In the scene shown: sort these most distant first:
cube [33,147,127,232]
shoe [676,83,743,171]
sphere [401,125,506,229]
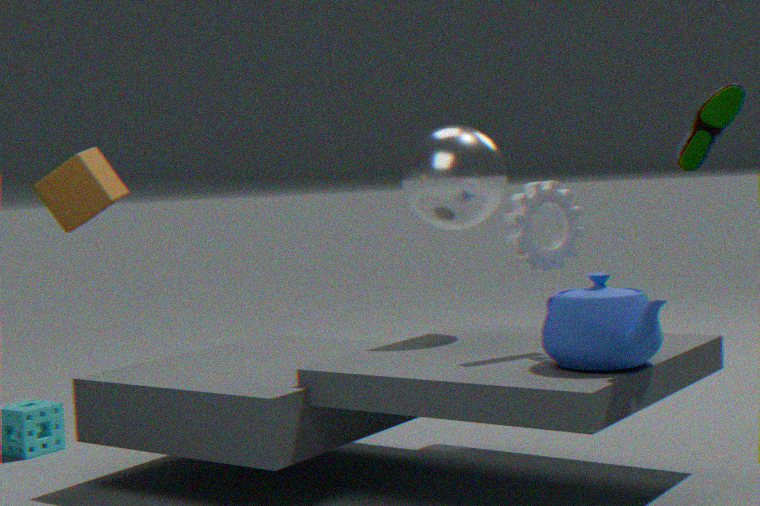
sphere [401,125,506,229] → cube [33,147,127,232] → shoe [676,83,743,171]
